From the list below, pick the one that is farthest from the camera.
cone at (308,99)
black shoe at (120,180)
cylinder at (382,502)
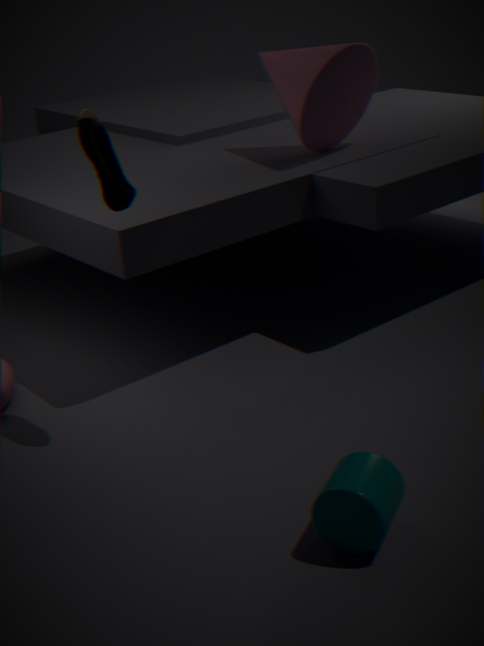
cone at (308,99)
